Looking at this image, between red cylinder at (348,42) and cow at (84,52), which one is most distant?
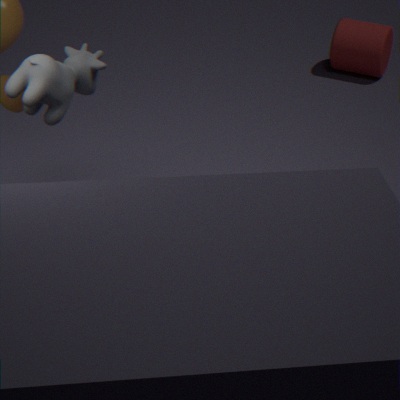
red cylinder at (348,42)
